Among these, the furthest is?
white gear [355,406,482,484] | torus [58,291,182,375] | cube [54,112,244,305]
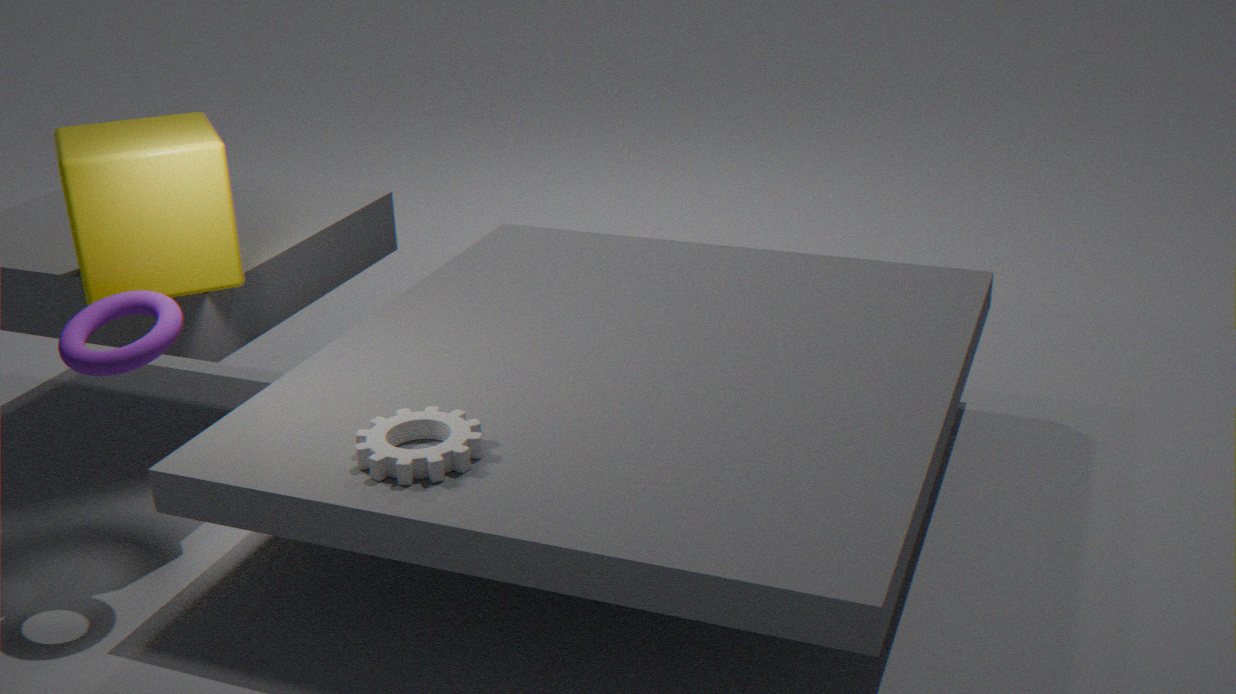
cube [54,112,244,305]
